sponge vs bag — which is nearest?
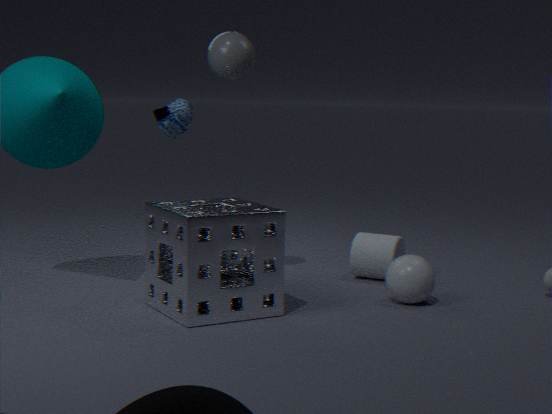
sponge
